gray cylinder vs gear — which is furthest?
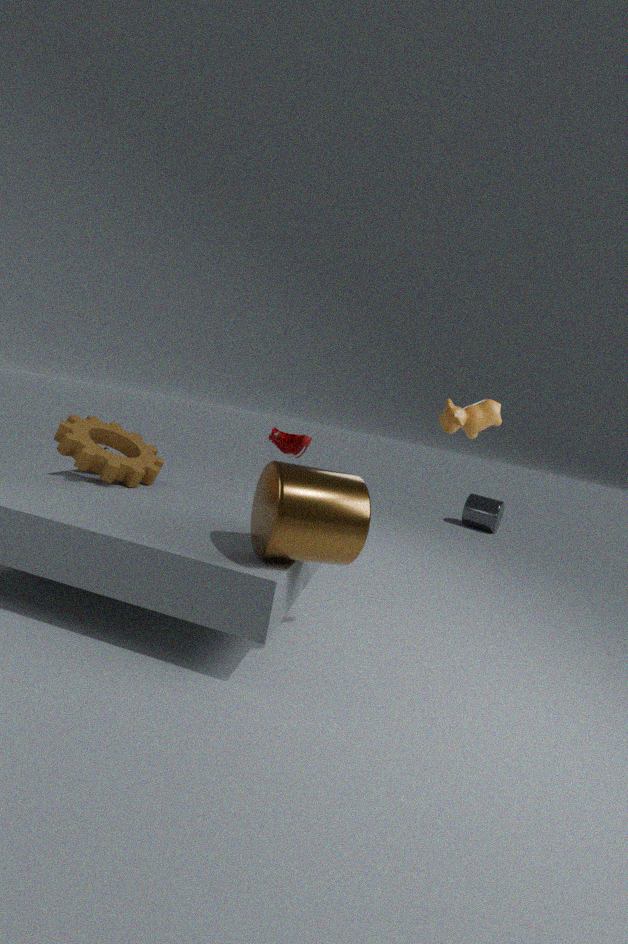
gray cylinder
